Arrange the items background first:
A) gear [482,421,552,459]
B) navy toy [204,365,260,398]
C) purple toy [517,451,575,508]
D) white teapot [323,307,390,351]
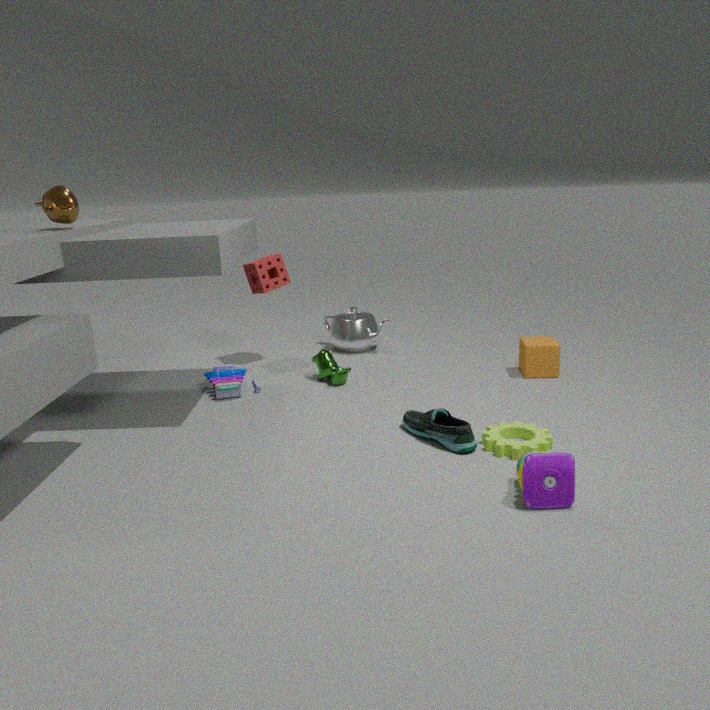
white teapot [323,307,390,351]
navy toy [204,365,260,398]
gear [482,421,552,459]
purple toy [517,451,575,508]
